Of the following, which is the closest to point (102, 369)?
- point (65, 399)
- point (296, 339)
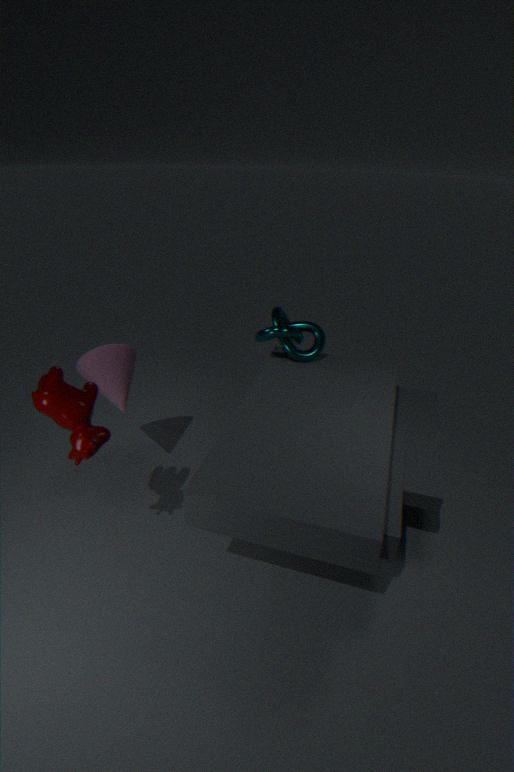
point (65, 399)
